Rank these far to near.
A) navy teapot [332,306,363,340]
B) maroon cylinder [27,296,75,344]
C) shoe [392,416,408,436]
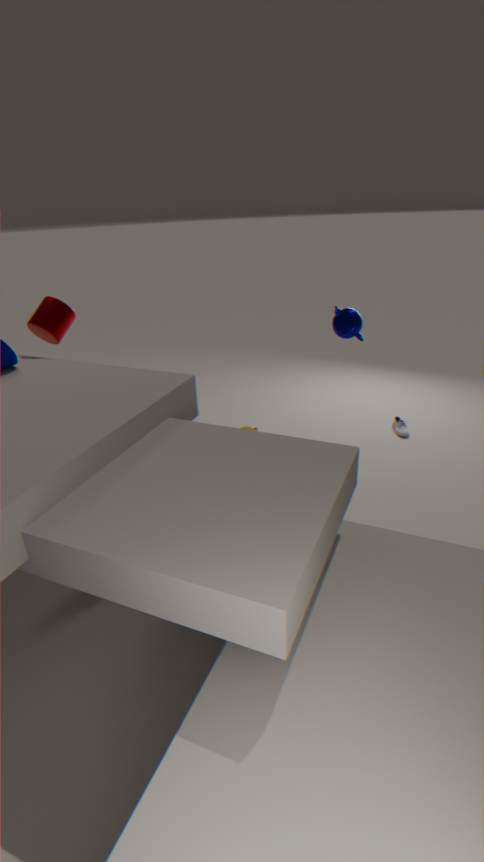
shoe [392,416,408,436] < navy teapot [332,306,363,340] < maroon cylinder [27,296,75,344]
